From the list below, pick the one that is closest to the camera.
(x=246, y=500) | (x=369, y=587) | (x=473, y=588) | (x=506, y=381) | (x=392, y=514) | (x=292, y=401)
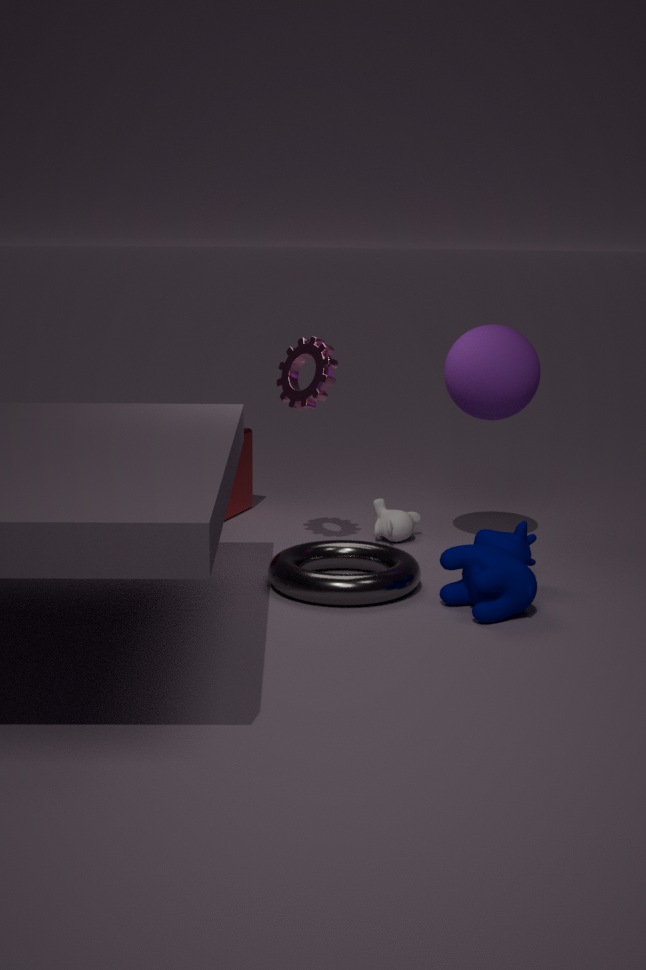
(x=473, y=588)
